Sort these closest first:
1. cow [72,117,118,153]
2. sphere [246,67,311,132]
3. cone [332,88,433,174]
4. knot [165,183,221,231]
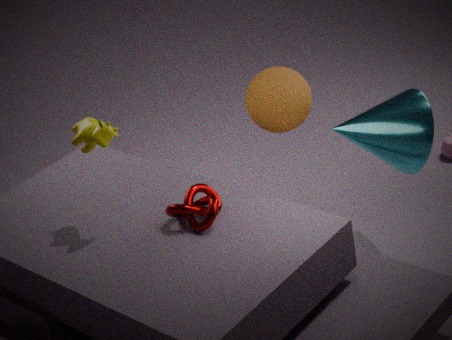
cow [72,117,118,153], knot [165,183,221,231], cone [332,88,433,174], sphere [246,67,311,132]
